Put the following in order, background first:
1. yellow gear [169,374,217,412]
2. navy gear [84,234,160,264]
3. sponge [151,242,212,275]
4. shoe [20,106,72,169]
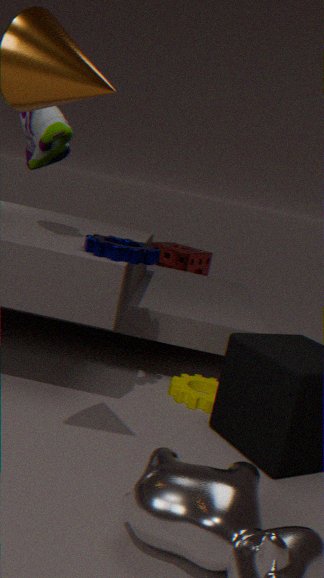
sponge [151,242,212,275], yellow gear [169,374,217,412], shoe [20,106,72,169], navy gear [84,234,160,264]
